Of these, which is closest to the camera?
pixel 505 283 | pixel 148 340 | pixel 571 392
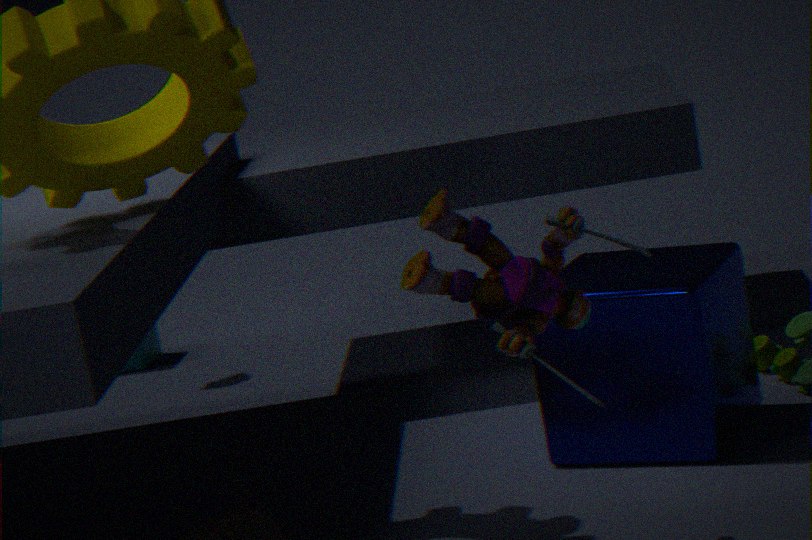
pixel 505 283
